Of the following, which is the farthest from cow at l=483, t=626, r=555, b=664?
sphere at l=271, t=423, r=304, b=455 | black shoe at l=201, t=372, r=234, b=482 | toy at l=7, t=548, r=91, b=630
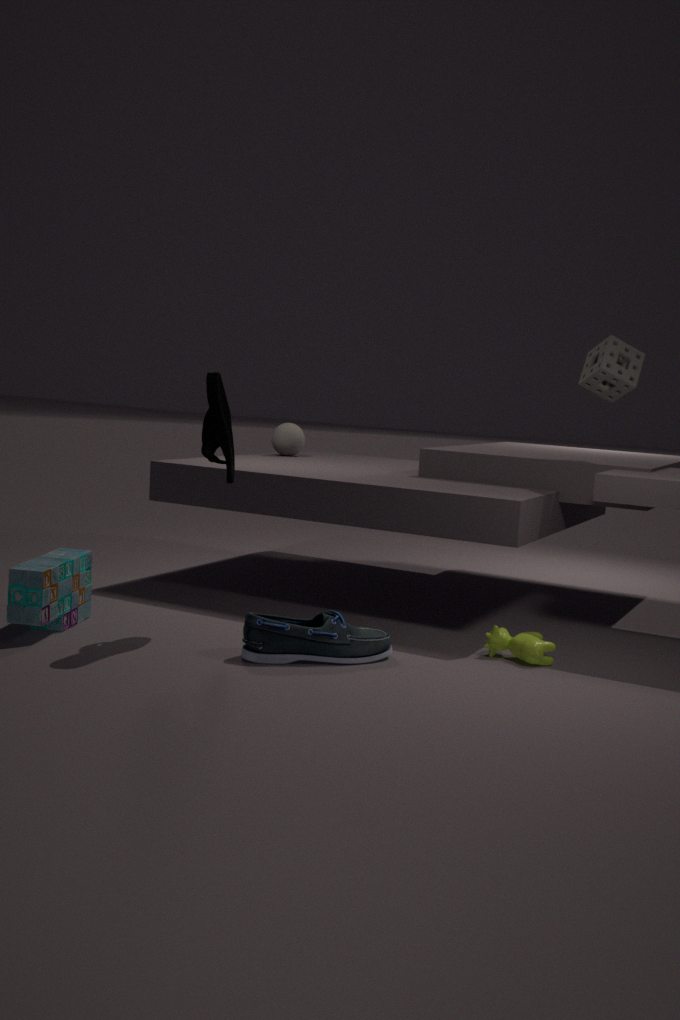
sphere at l=271, t=423, r=304, b=455
